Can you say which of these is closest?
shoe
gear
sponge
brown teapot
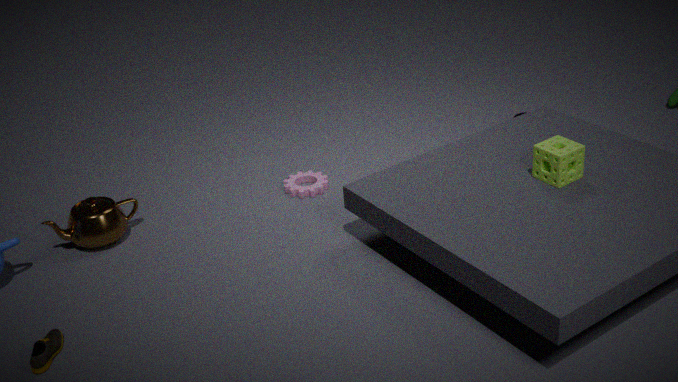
shoe
